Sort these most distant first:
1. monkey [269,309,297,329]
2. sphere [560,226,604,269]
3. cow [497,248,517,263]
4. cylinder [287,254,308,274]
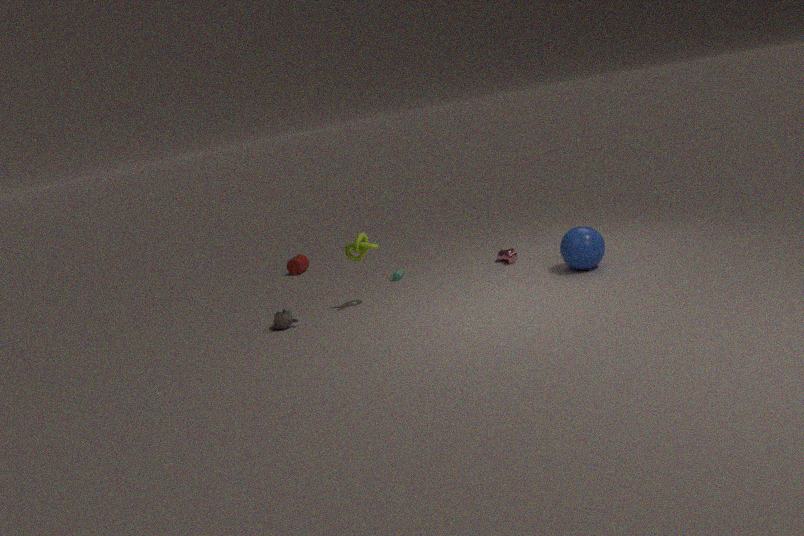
cylinder [287,254,308,274]
cow [497,248,517,263]
monkey [269,309,297,329]
sphere [560,226,604,269]
